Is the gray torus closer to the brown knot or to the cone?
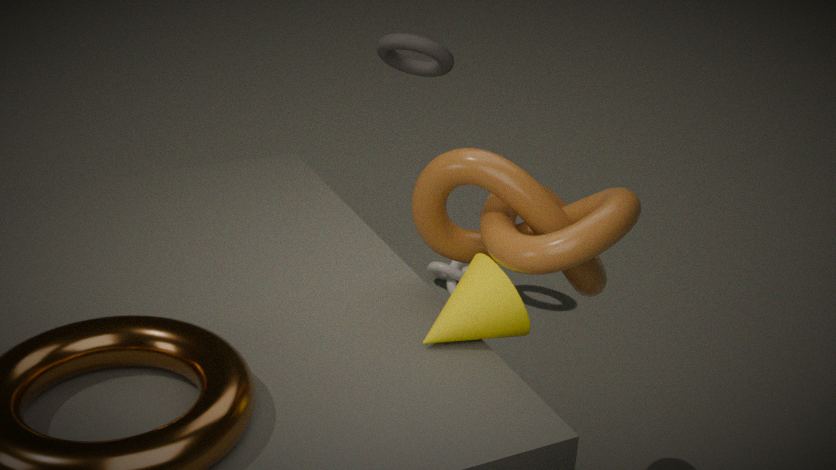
the brown knot
